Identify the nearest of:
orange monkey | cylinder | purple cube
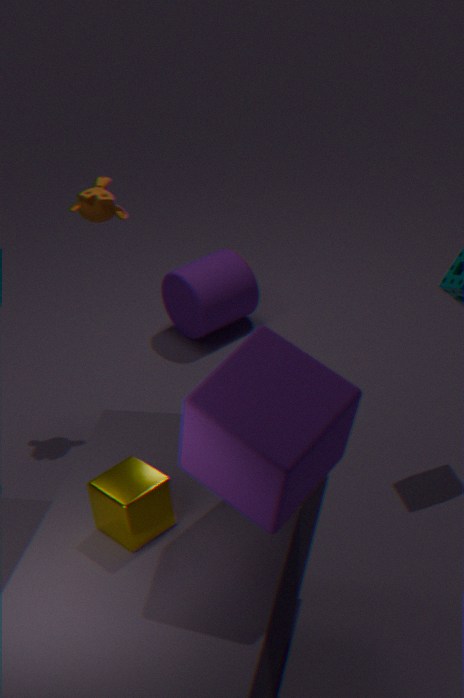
purple cube
